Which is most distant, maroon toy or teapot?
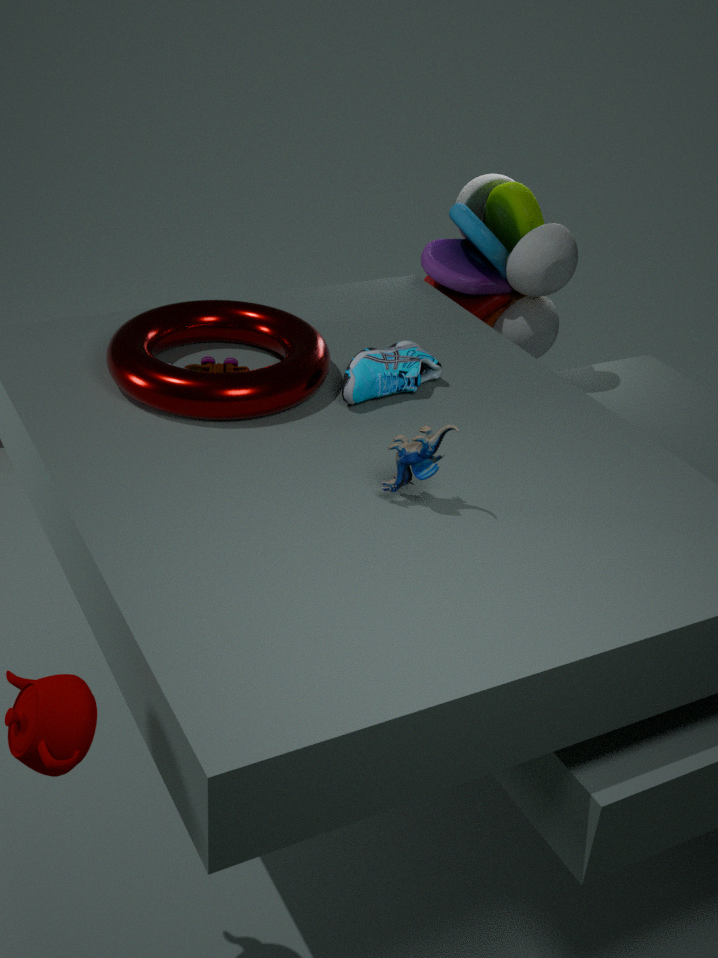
maroon toy
